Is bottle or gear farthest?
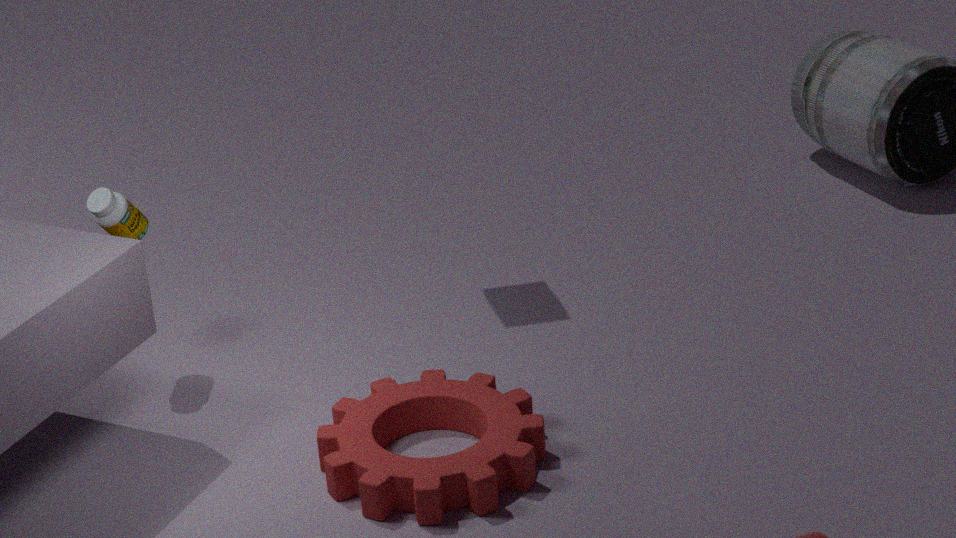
bottle
